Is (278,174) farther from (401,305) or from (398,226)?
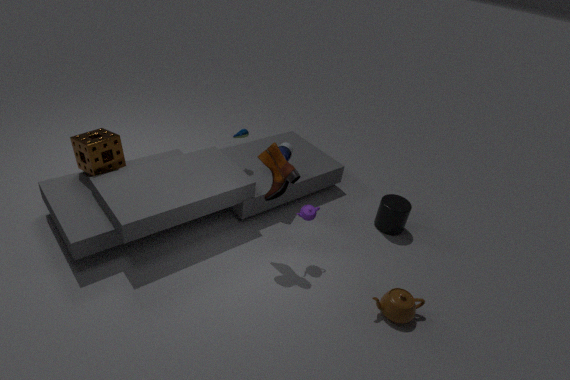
(398,226)
